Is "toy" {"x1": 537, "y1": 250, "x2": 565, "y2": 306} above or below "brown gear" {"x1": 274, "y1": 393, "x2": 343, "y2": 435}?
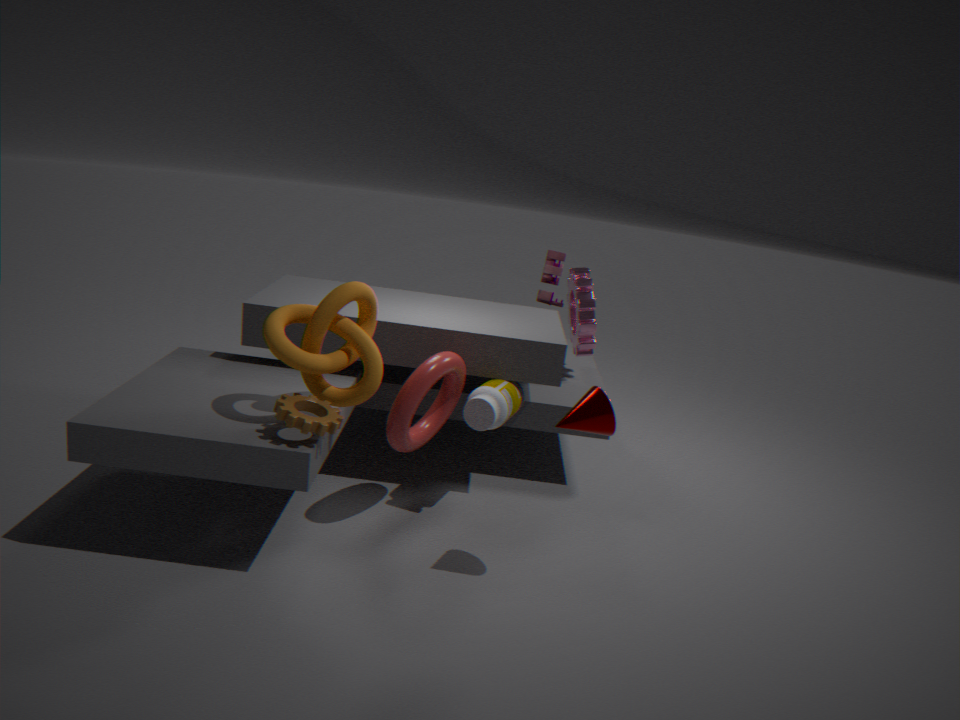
above
